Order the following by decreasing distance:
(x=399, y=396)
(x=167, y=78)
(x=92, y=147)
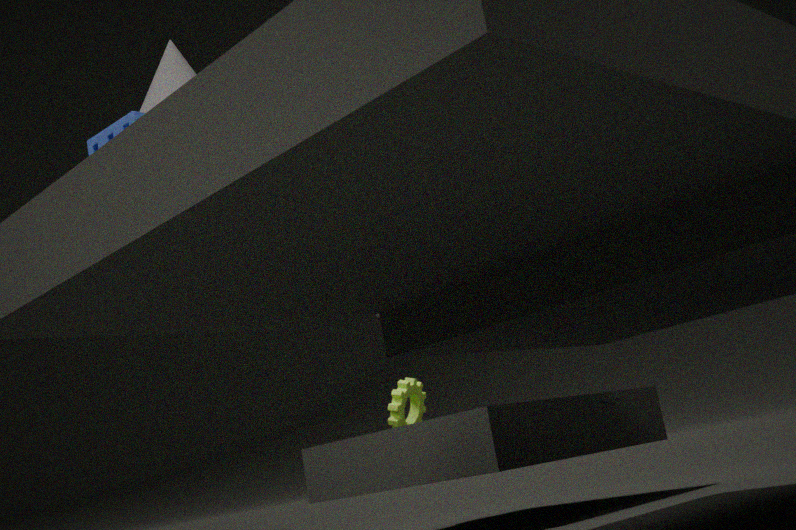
(x=399, y=396)
(x=167, y=78)
(x=92, y=147)
